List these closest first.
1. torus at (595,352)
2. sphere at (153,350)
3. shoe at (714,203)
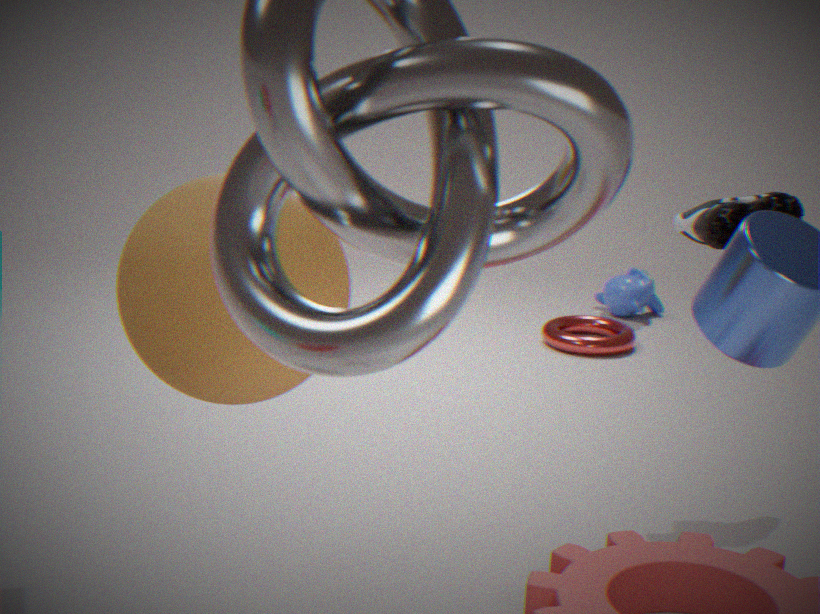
sphere at (153,350), shoe at (714,203), torus at (595,352)
